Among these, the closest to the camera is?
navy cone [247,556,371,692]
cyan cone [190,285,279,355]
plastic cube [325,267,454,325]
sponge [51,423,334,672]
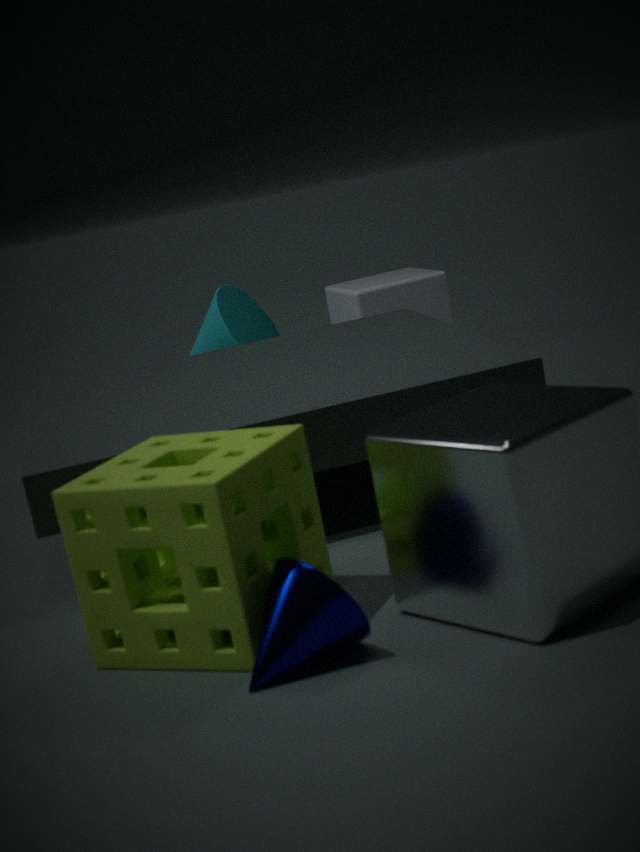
navy cone [247,556,371,692]
